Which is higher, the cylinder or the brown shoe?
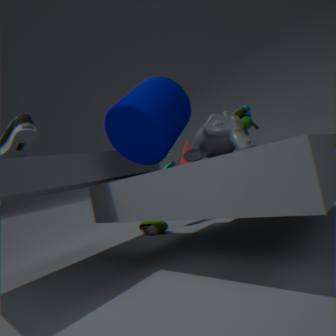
the cylinder
